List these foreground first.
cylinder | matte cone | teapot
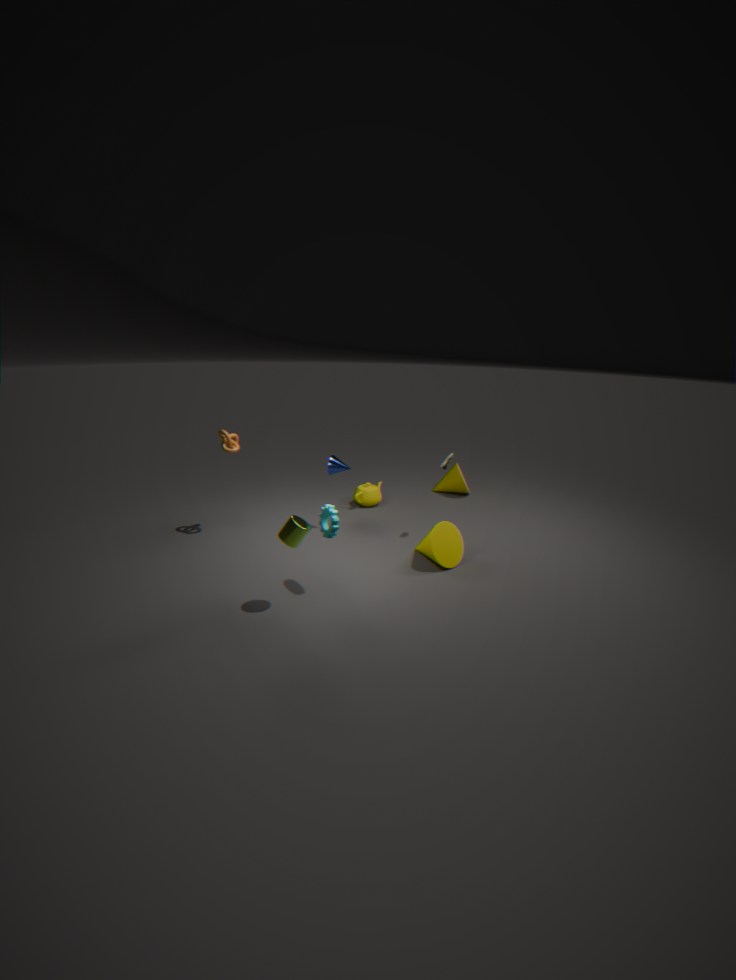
cylinder
matte cone
teapot
